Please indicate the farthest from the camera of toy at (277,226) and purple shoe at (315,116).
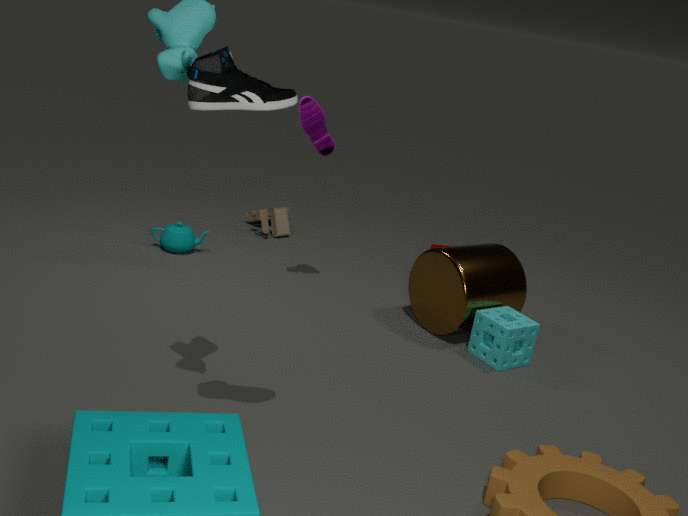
toy at (277,226)
